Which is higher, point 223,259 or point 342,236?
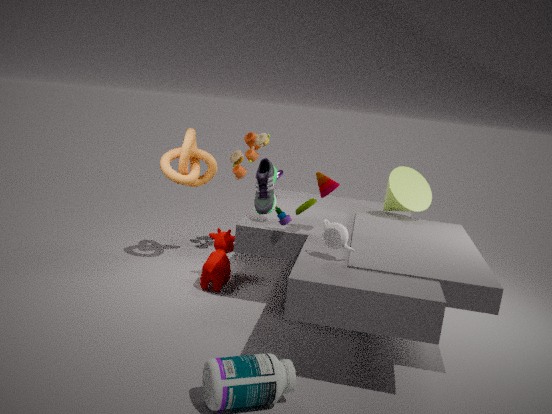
point 342,236
